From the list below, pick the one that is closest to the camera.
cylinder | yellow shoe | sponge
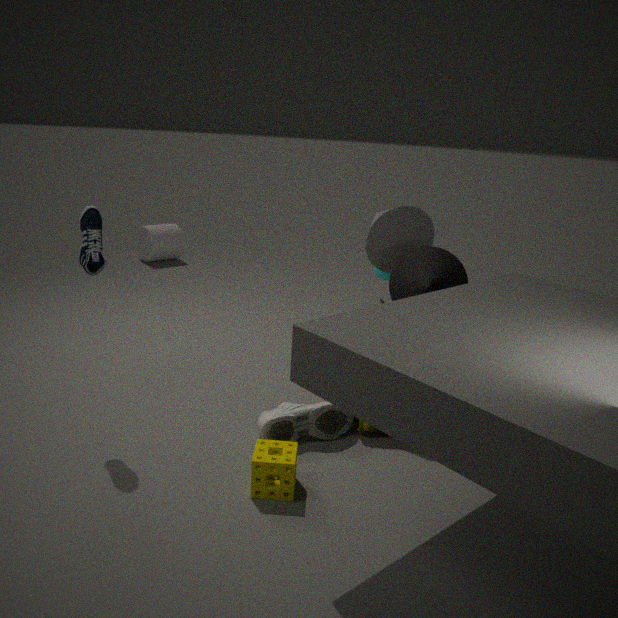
sponge
